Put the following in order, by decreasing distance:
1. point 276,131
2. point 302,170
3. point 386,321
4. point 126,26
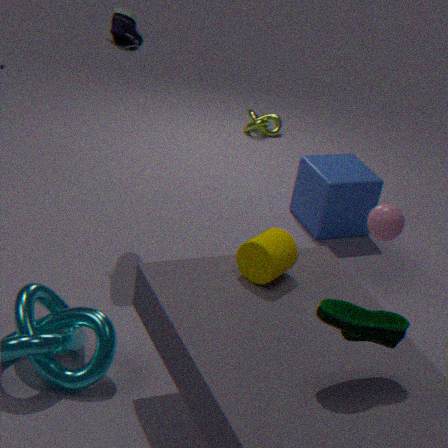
point 276,131
point 302,170
point 126,26
point 386,321
